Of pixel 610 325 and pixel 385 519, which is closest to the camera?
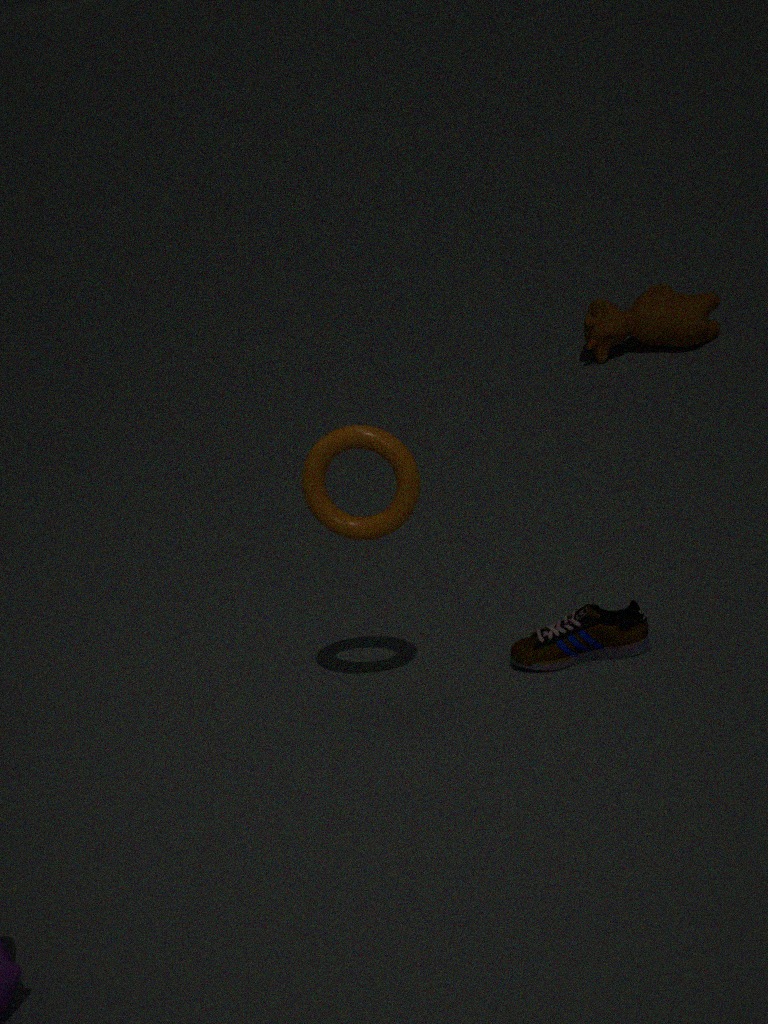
pixel 385 519
